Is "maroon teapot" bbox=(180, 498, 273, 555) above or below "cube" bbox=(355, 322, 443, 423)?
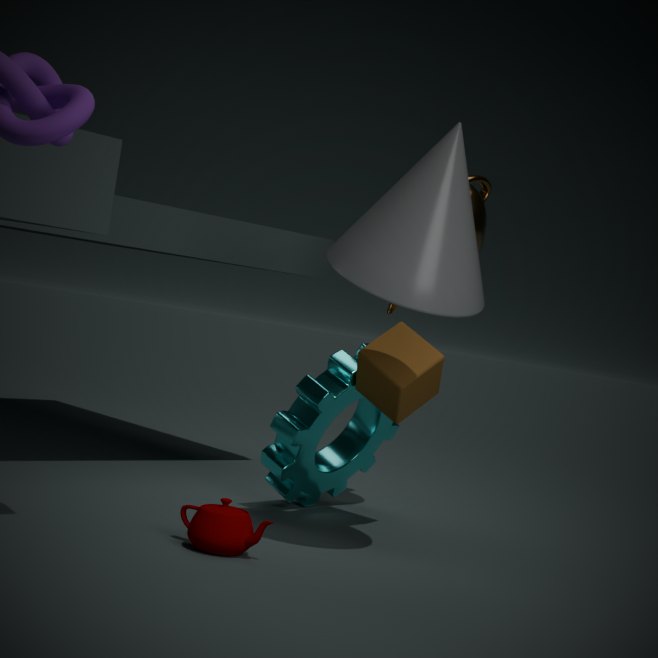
below
